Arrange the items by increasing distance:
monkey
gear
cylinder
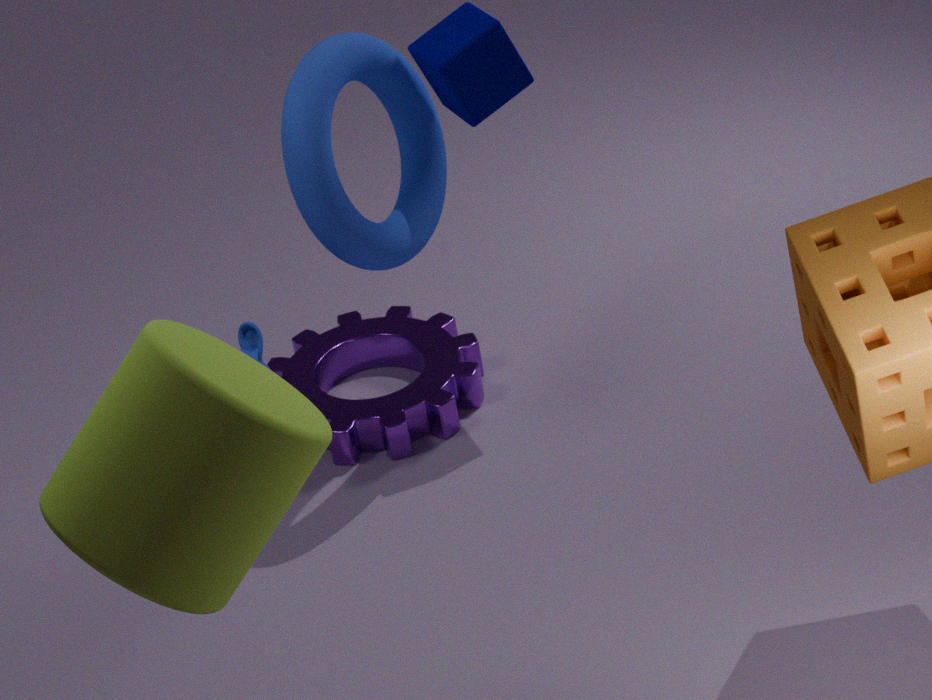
cylinder → monkey → gear
